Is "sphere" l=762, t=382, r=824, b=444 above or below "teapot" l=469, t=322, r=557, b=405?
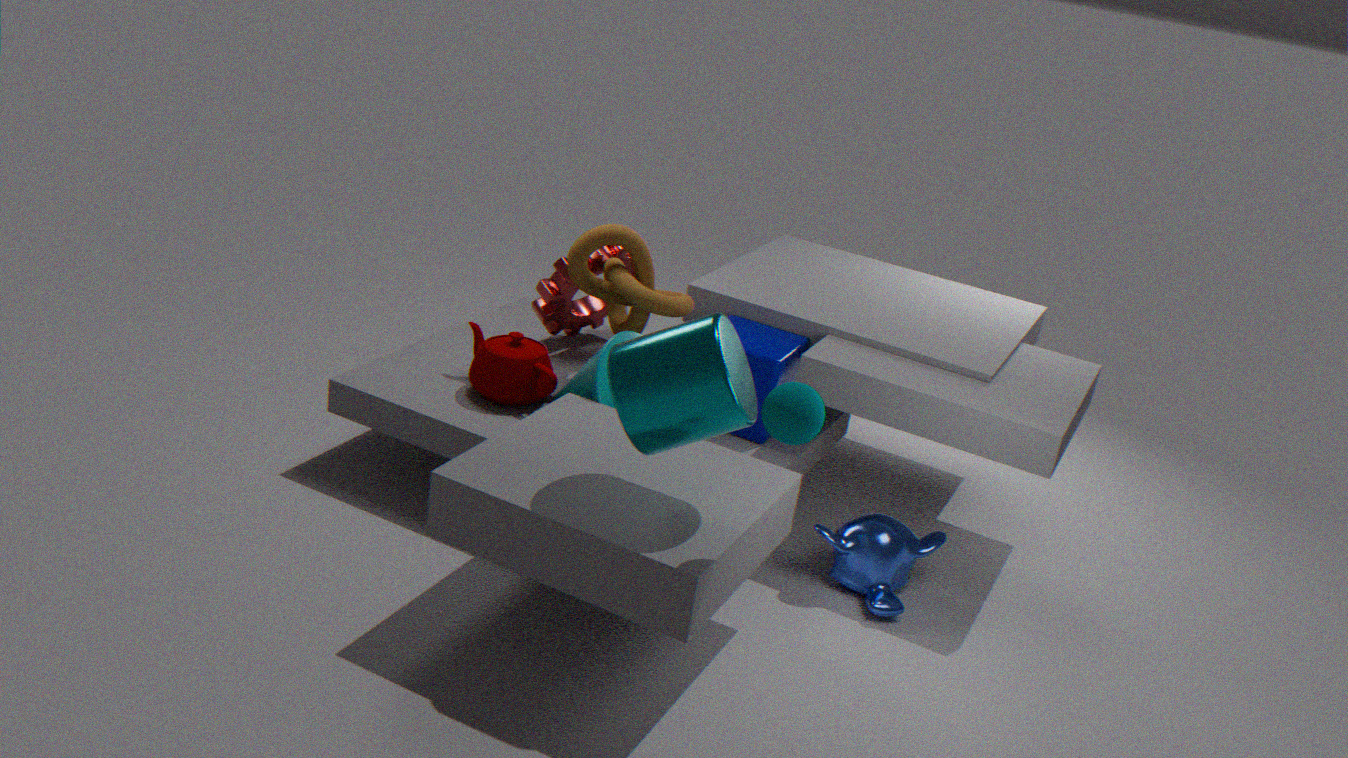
above
